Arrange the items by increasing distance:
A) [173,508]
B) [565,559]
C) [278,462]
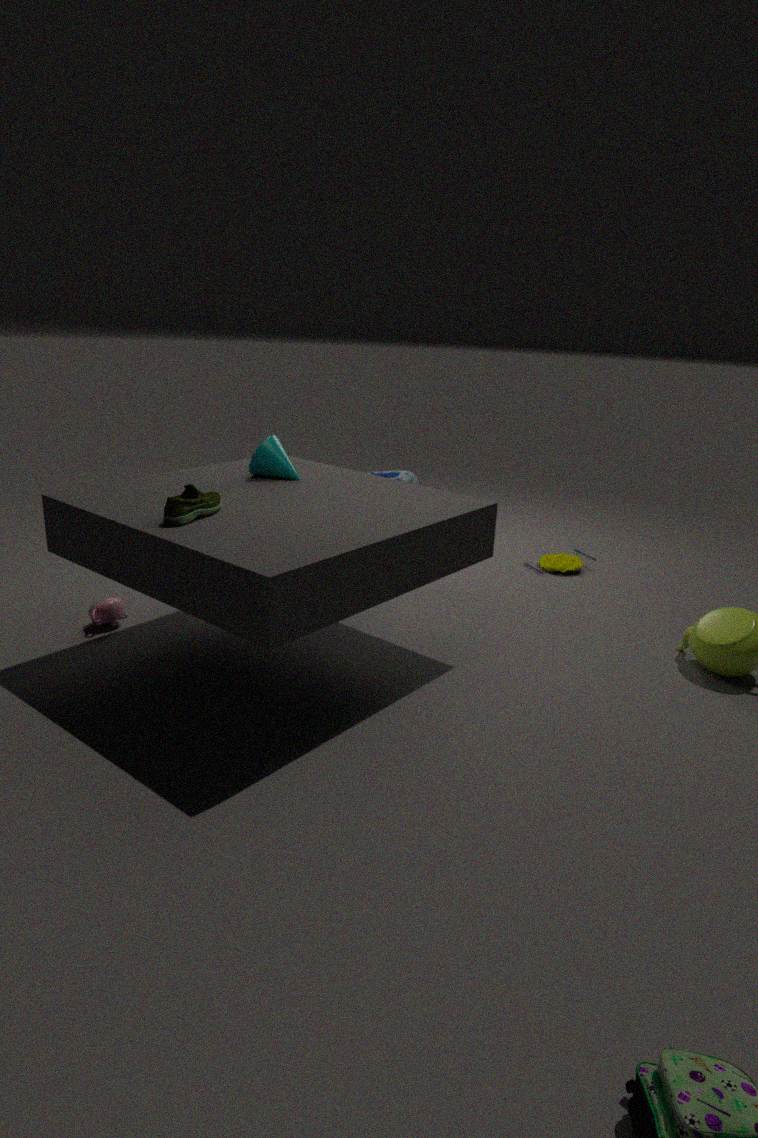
1. [173,508]
2. [278,462]
3. [565,559]
